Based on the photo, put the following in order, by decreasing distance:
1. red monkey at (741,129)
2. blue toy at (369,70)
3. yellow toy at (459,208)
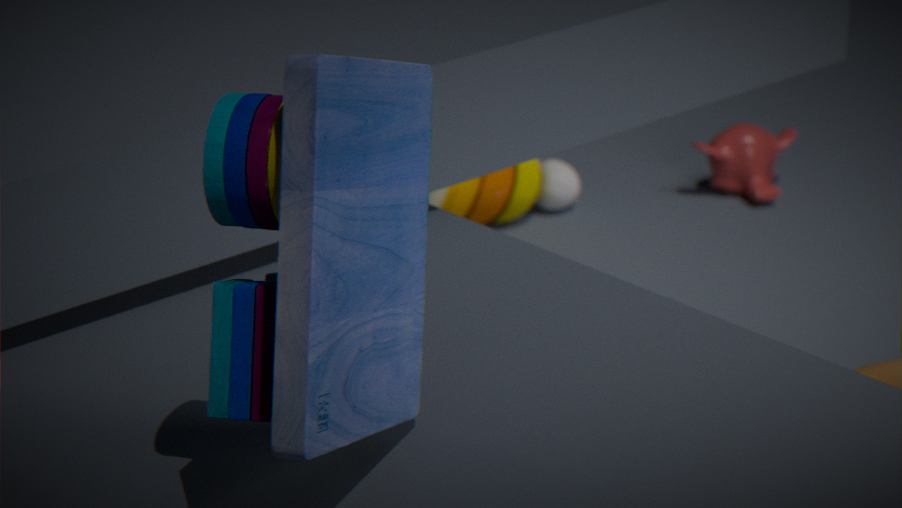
red monkey at (741,129)
yellow toy at (459,208)
blue toy at (369,70)
